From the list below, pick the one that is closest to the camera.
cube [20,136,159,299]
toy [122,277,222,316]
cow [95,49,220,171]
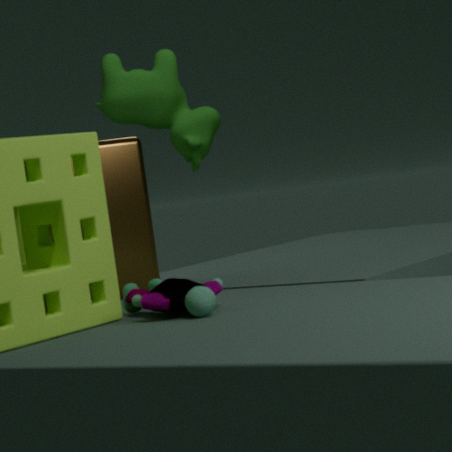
toy [122,277,222,316]
